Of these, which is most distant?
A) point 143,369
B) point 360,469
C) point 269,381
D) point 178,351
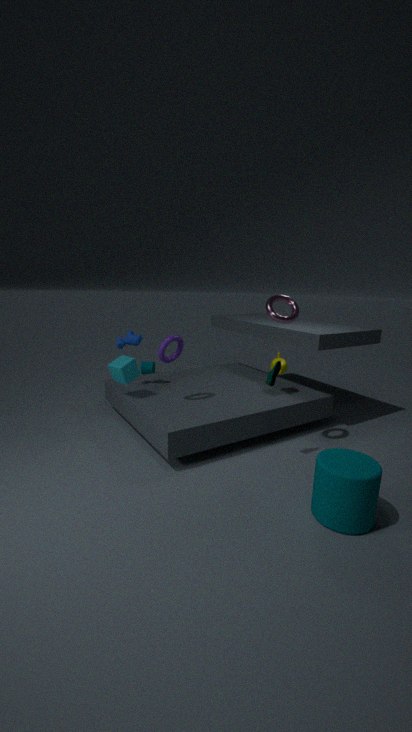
point 143,369
